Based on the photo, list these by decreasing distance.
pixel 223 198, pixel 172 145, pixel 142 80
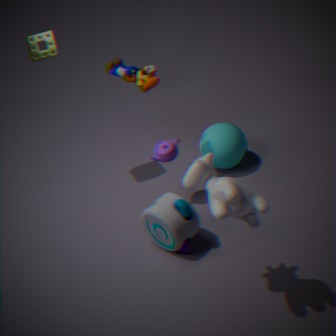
1. pixel 172 145
2. pixel 142 80
3. pixel 223 198
